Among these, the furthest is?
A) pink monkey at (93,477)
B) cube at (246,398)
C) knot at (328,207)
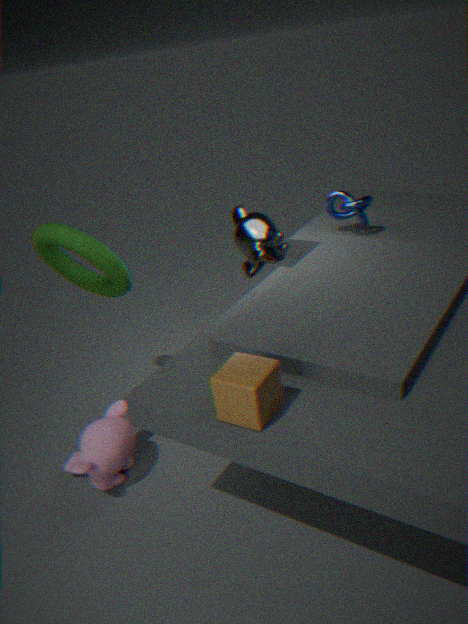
knot at (328,207)
